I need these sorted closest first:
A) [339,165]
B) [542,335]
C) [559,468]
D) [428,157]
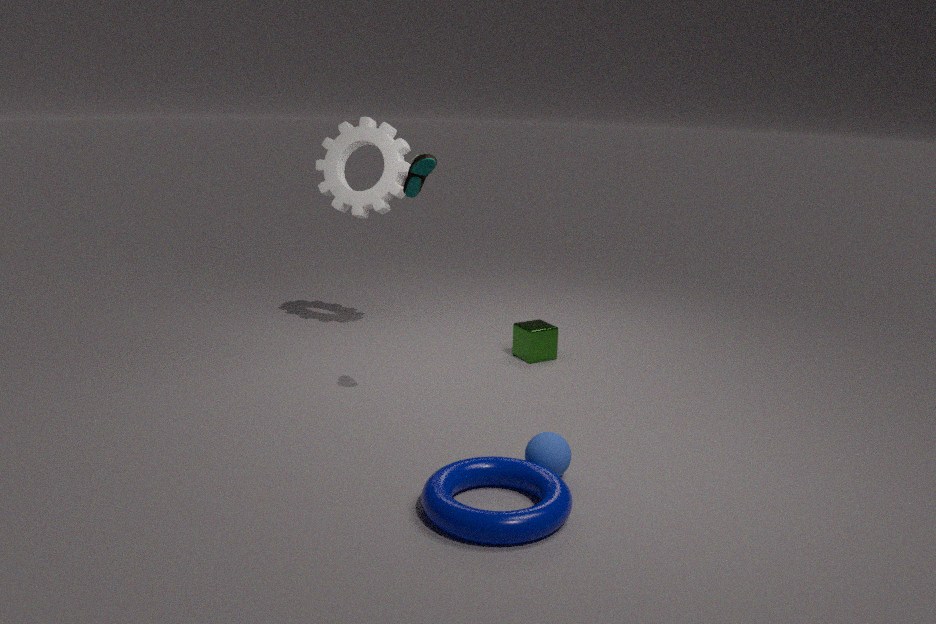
[559,468] < [428,157] < [542,335] < [339,165]
